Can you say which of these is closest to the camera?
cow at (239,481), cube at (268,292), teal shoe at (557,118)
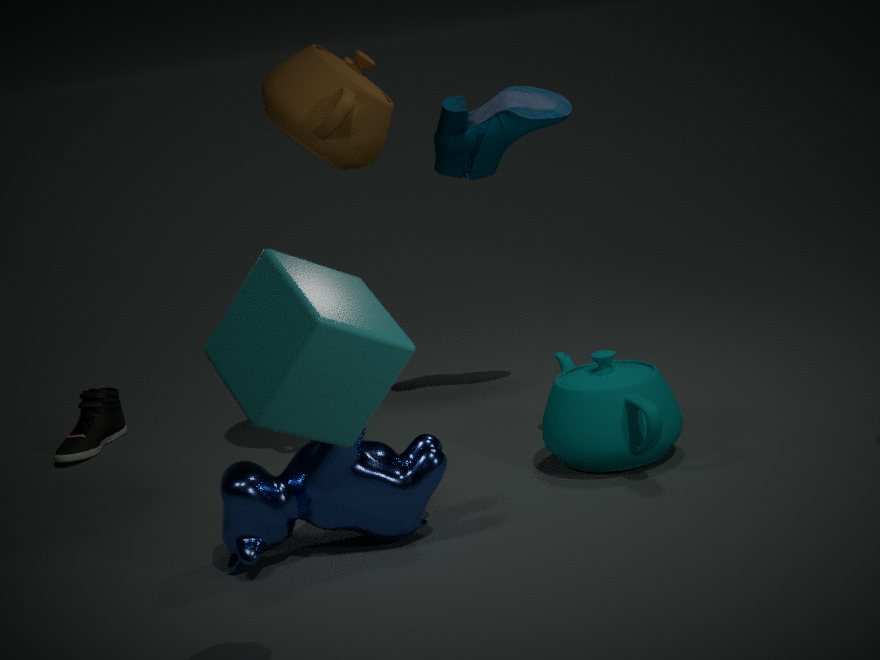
cube at (268,292)
